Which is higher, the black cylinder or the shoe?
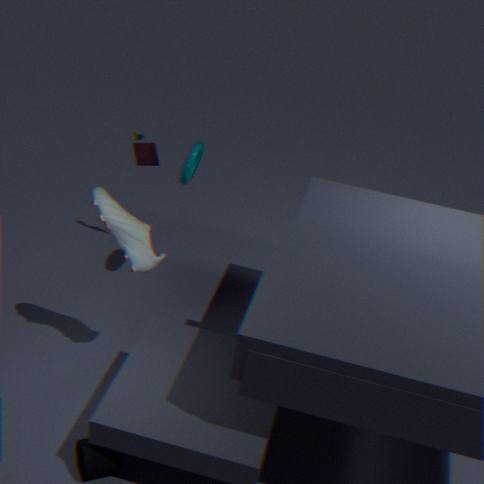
the shoe
